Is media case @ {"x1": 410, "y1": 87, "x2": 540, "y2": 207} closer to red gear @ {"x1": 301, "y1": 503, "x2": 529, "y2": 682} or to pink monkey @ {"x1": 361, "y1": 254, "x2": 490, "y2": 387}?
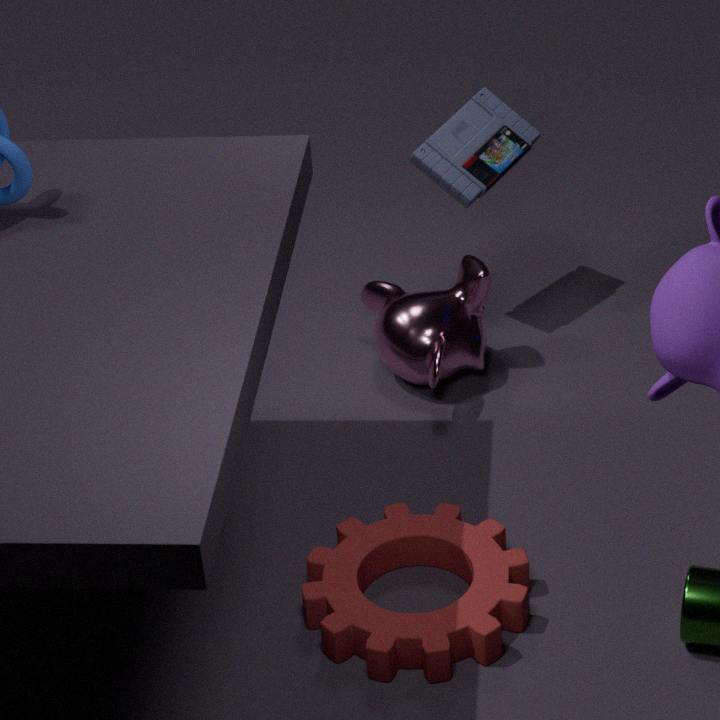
pink monkey @ {"x1": 361, "y1": 254, "x2": 490, "y2": 387}
